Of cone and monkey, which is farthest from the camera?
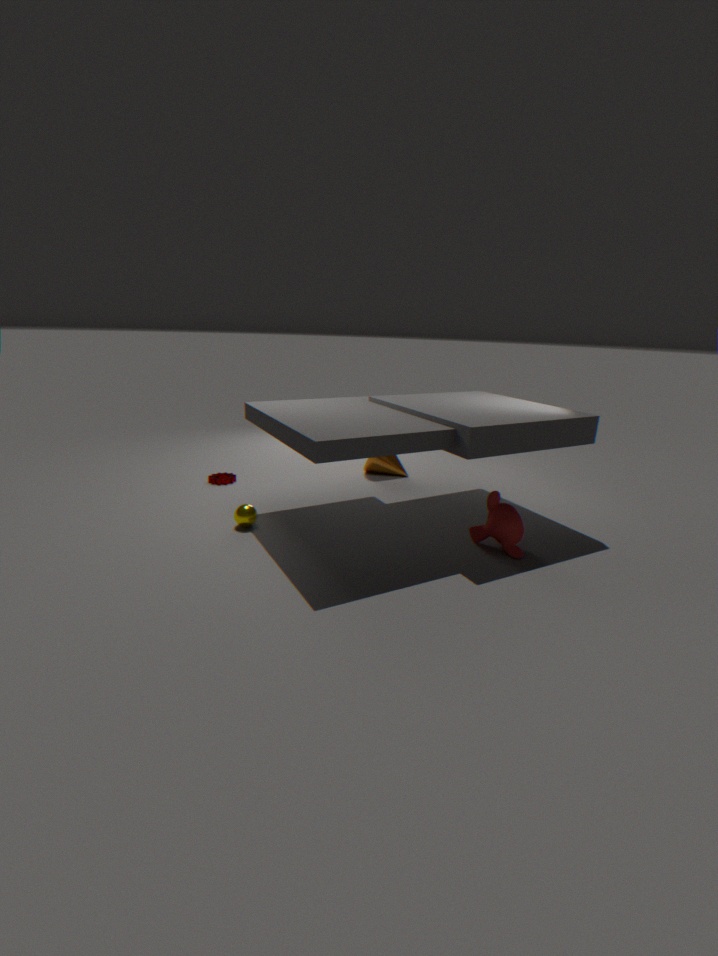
cone
